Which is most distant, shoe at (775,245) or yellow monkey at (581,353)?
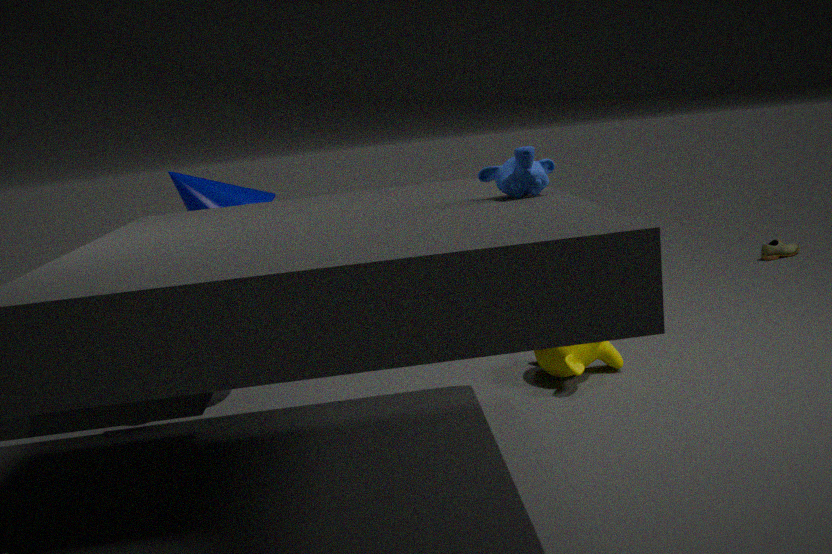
shoe at (775,245)
